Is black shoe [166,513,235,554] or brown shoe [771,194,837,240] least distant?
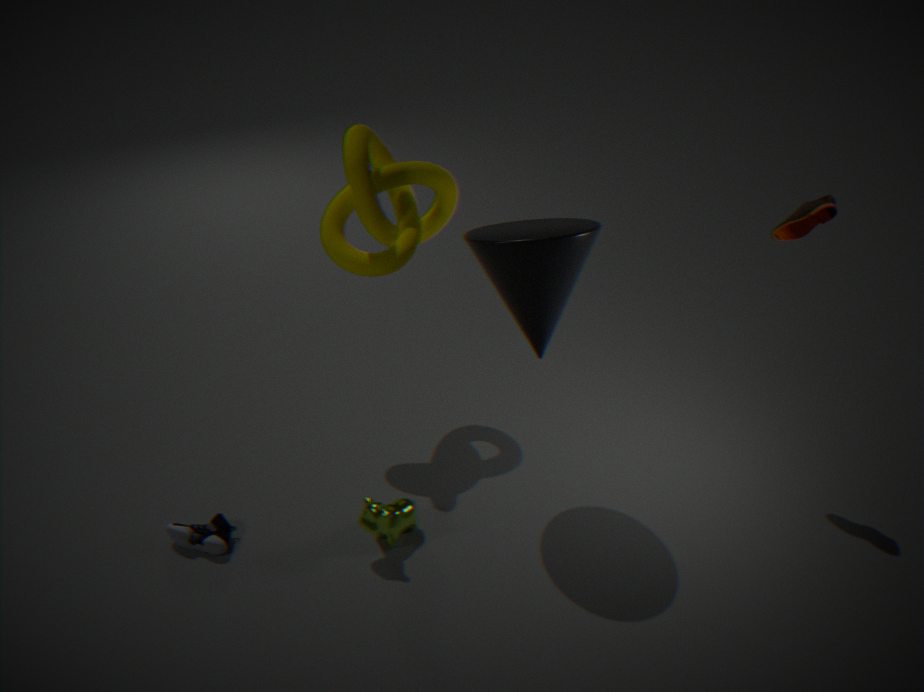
brown shoe [771,194,837,240]
